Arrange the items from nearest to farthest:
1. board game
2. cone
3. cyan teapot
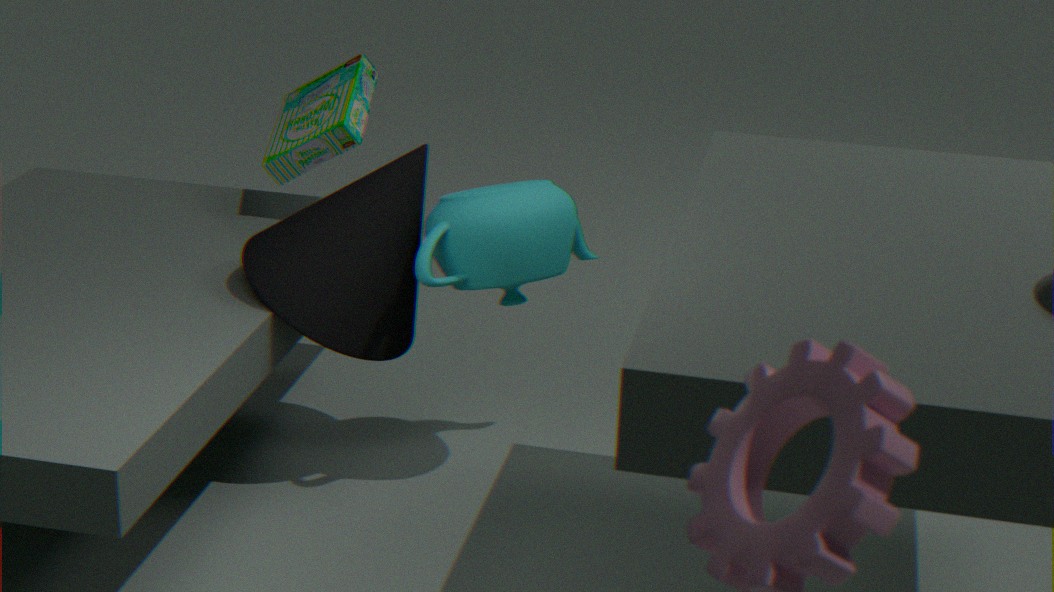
cyan teapot → cone → board game
